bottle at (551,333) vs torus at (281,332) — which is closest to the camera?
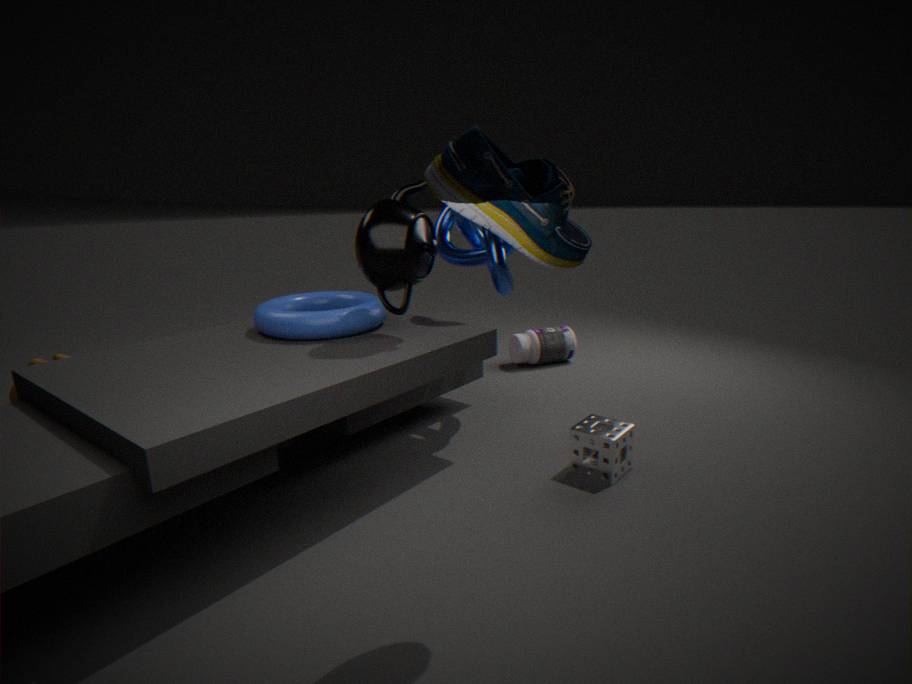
torus at (281,332)
